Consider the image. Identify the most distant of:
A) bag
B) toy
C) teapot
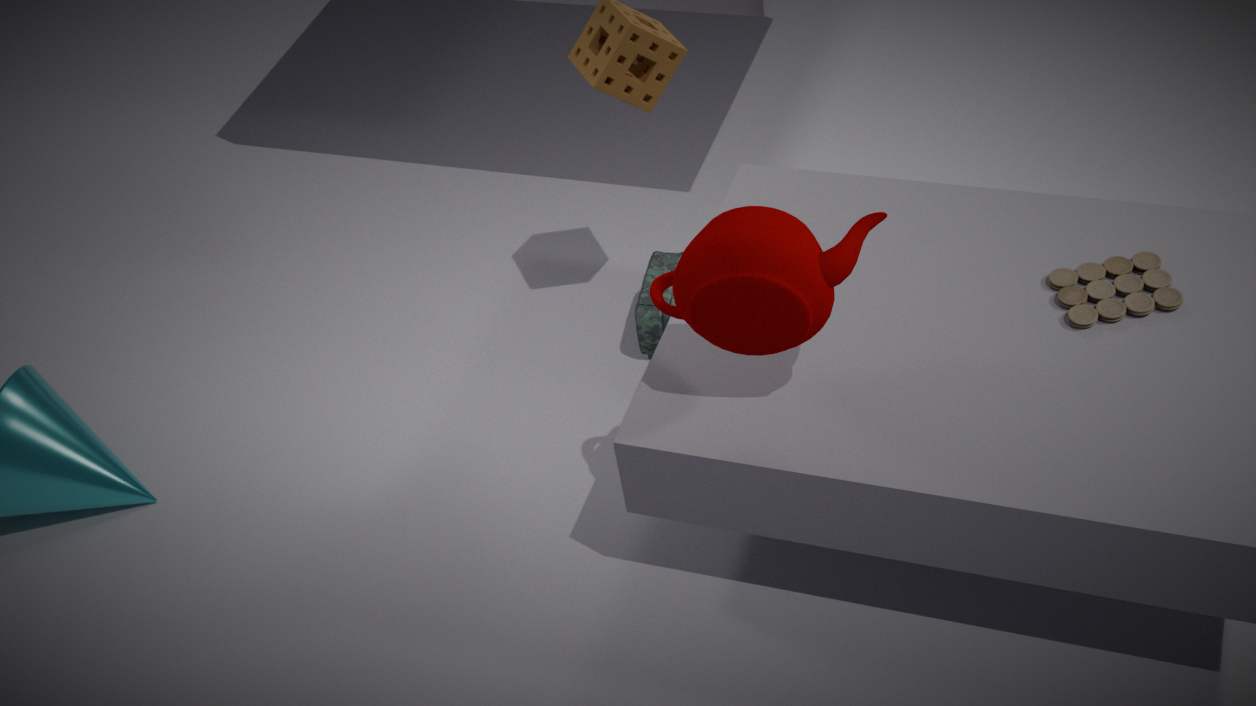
bag
